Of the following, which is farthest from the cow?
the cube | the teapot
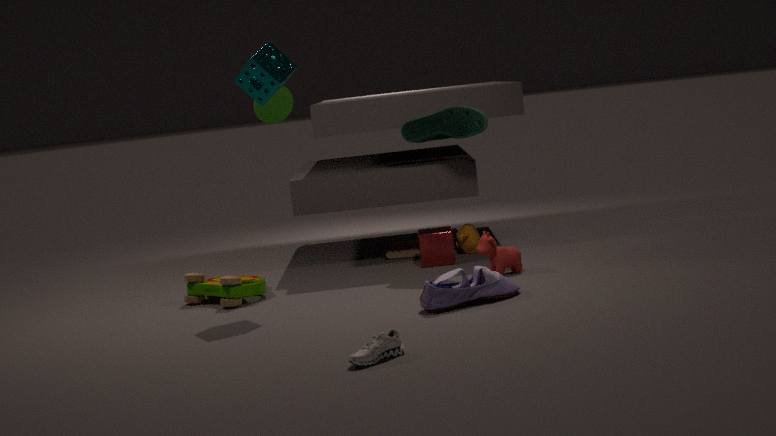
the teapot
